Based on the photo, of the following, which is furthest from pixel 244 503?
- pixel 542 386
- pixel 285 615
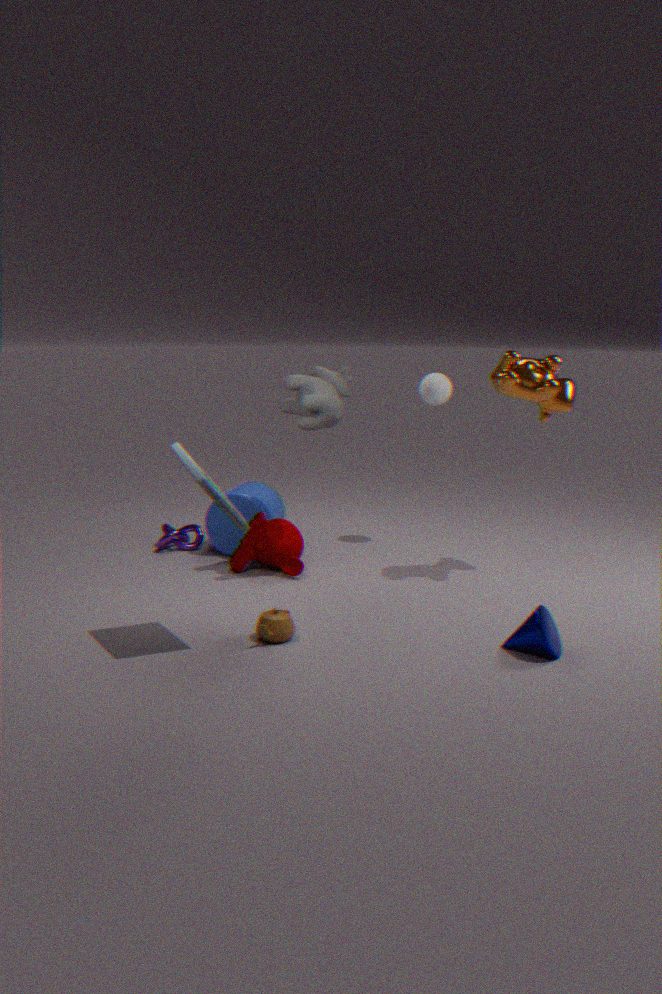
pixel 542 386
